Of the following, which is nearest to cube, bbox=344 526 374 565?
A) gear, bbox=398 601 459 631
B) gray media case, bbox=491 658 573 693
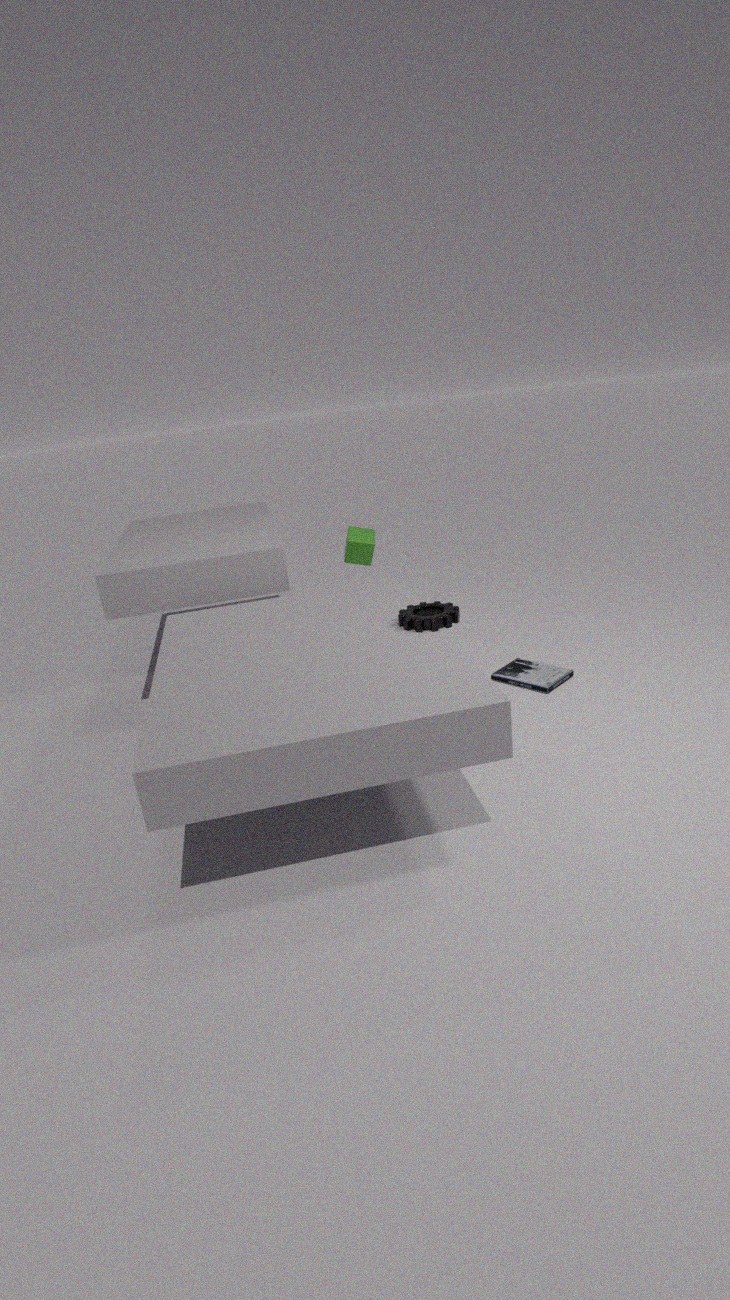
gray media case, bbox=491 658 573 693
